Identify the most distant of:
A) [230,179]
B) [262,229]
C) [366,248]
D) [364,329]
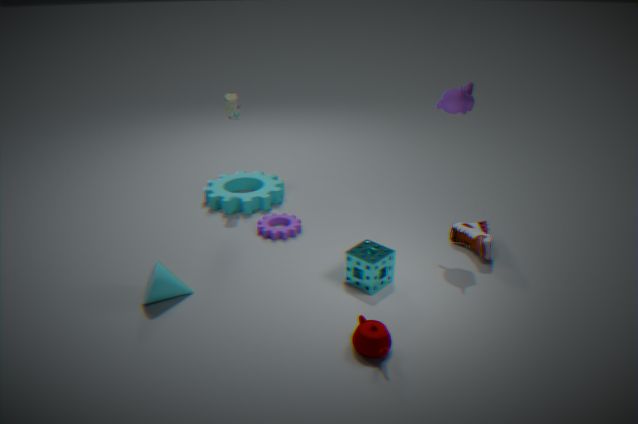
[230,179]
